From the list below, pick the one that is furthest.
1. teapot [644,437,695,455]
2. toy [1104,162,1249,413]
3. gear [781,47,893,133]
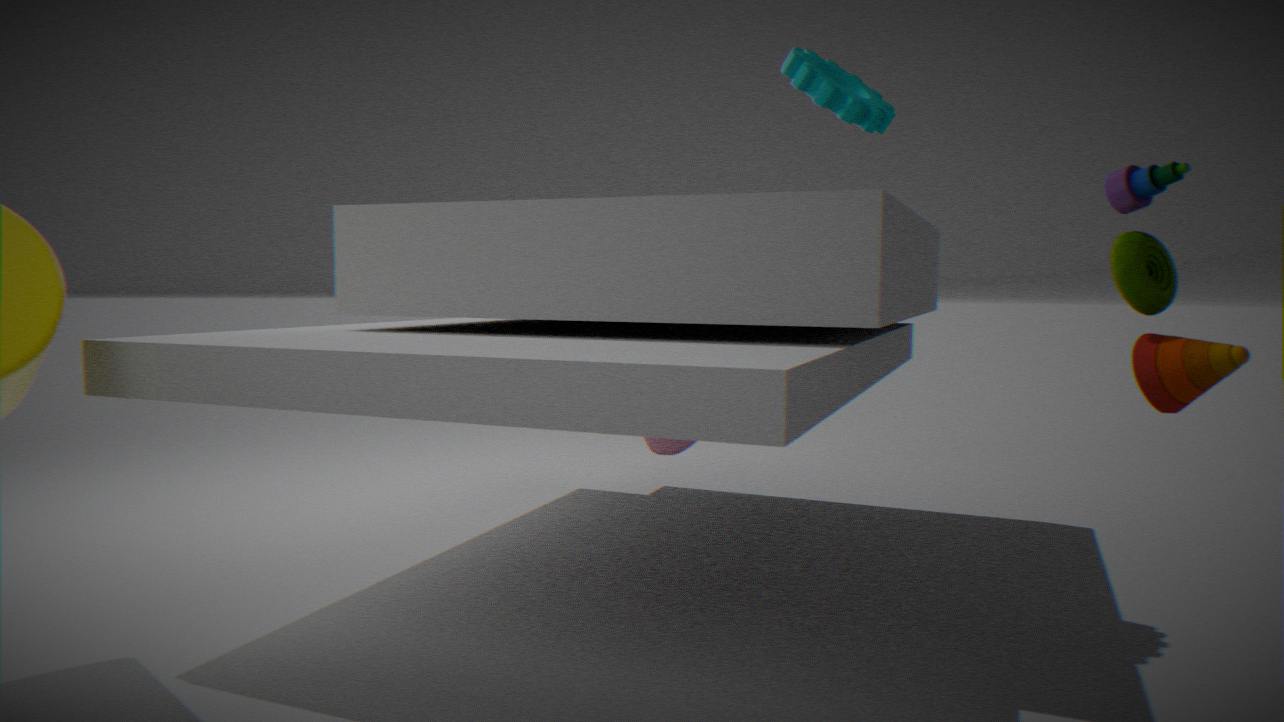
teapot [644,437,695,455]
